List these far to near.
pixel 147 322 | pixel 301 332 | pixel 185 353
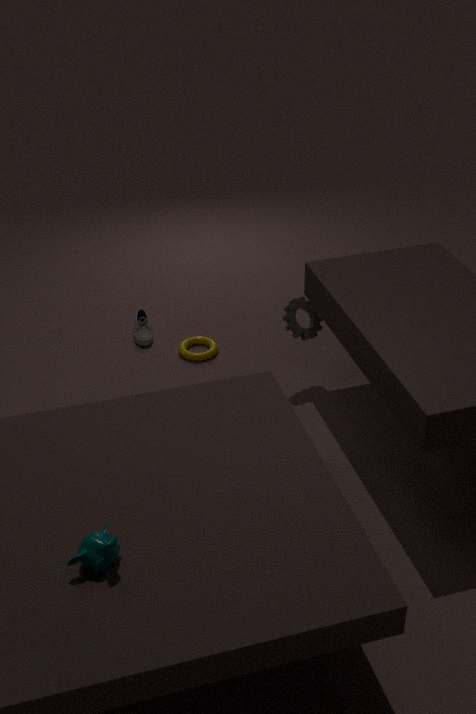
pixel 147 322, pixel 185 353, pixel 301 332
